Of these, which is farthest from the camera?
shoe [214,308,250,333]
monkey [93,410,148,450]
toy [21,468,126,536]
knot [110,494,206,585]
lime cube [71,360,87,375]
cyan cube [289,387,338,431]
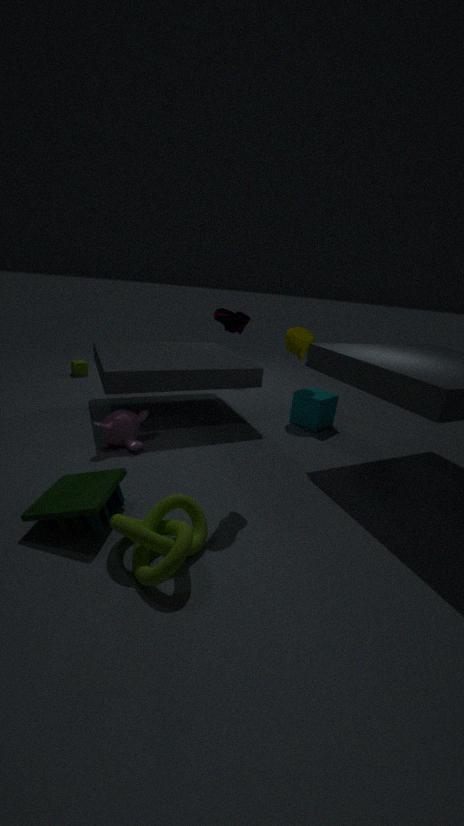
lime cube [71,360,87,375]
